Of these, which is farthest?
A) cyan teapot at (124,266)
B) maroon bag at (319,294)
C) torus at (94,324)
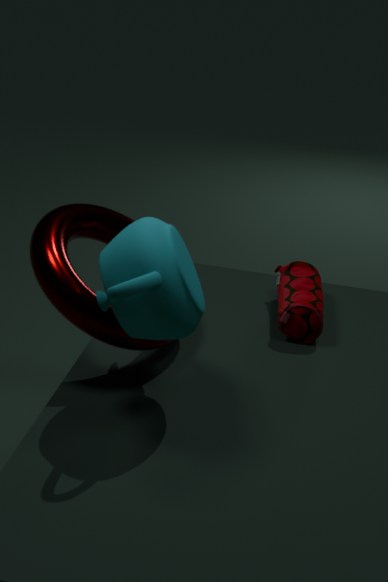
maroon bag at (319,294)
